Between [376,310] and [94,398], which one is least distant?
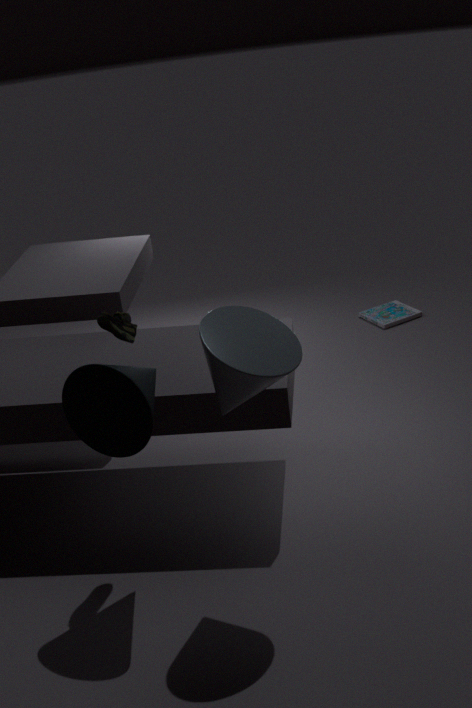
[94,398]
